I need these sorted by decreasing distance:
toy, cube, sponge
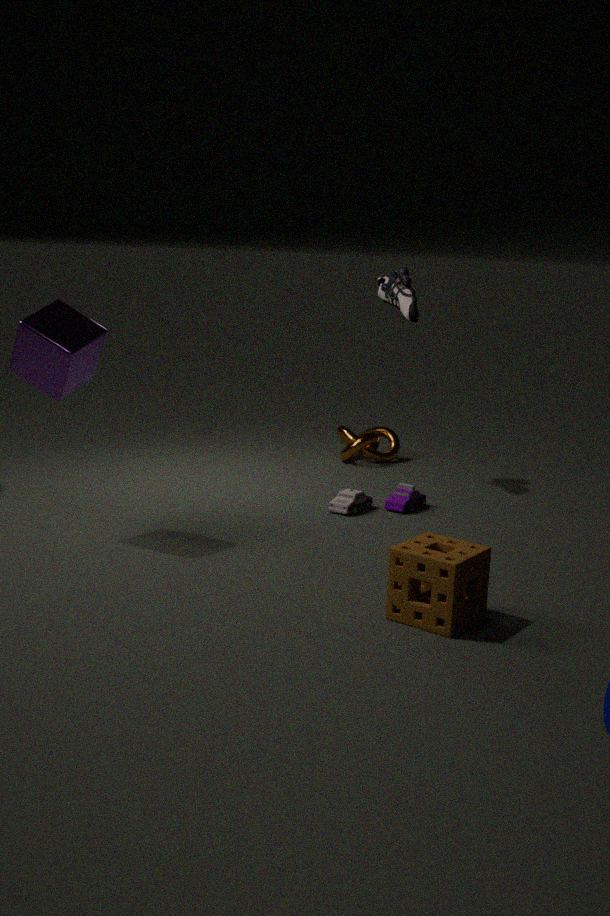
toy, cube, sponge
